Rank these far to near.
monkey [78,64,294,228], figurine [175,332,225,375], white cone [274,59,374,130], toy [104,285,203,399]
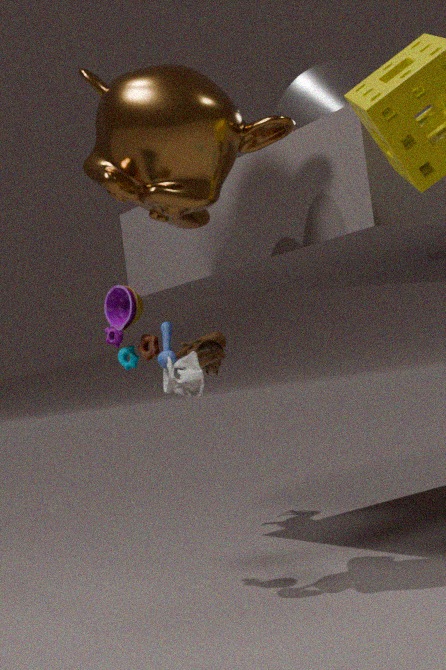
figurine [175,332,225,375]
white cone [274,59,374,130]
toy [104,285,203,399]
monkey [78,64,294,228]
